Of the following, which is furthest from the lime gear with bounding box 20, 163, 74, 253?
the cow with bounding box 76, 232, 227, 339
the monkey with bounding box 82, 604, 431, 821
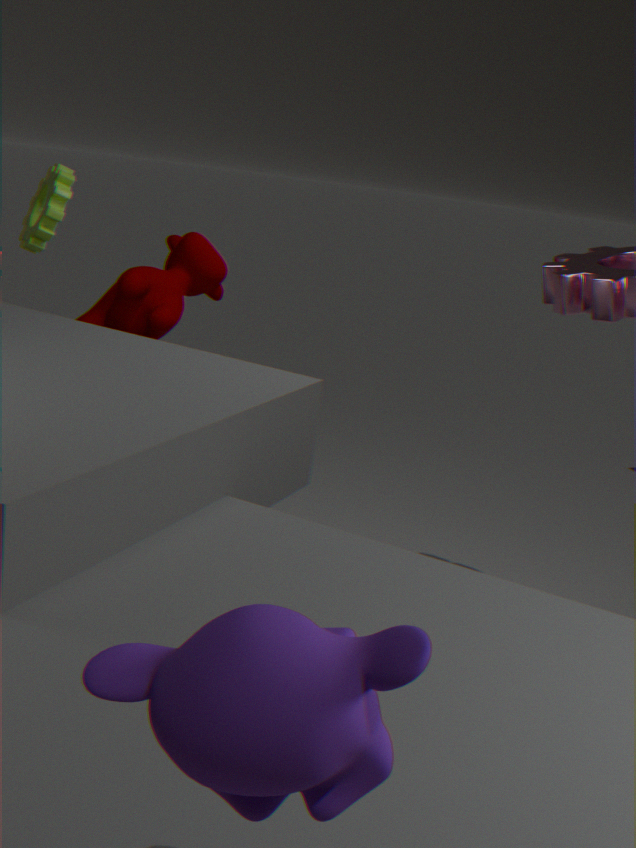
the monkey with bounding box 82, 604, 431, 821
